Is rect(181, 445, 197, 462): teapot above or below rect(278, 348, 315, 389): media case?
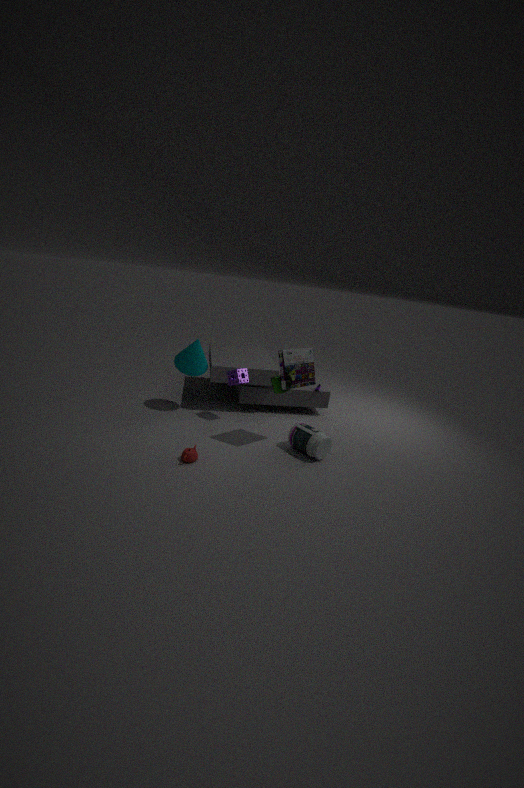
below
